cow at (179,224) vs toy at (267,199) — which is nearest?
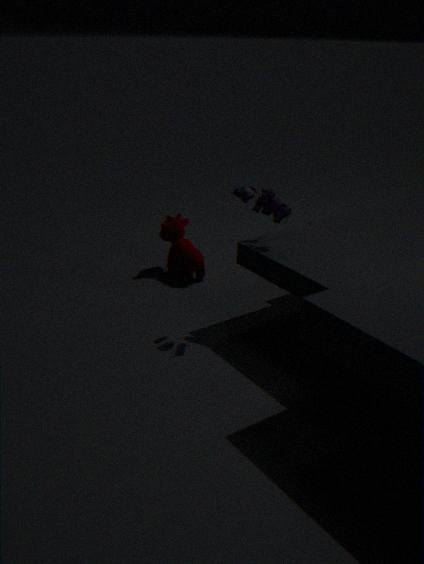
toy at (267,199)
